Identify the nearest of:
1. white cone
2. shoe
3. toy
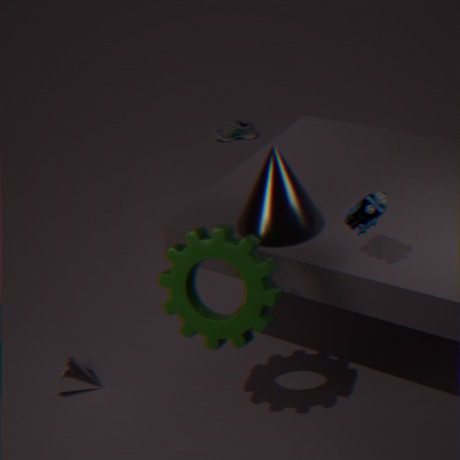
toy
